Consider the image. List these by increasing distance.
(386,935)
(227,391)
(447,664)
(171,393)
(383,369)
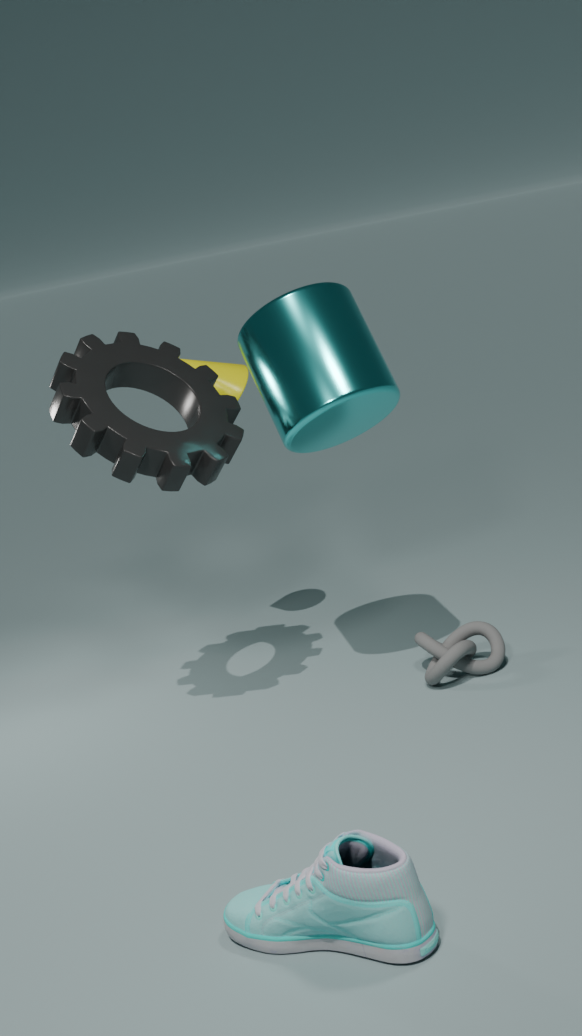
(386,935) → (383,369) → (447,664) → (171,393) → (227,391)
